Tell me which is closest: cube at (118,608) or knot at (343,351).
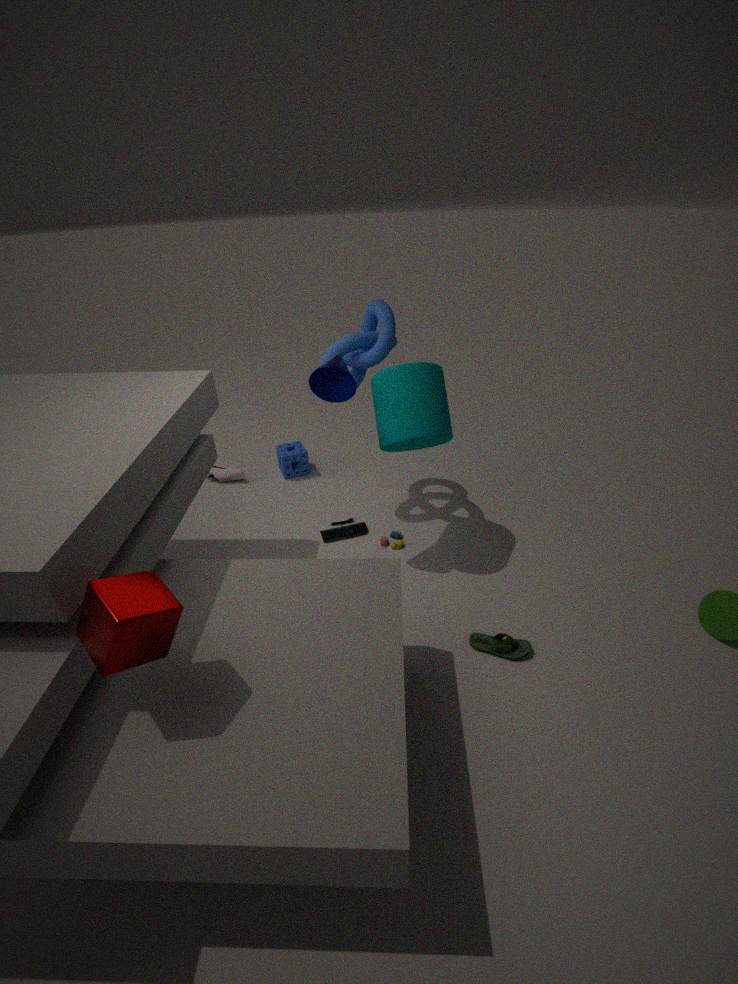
cube at (118,608)
